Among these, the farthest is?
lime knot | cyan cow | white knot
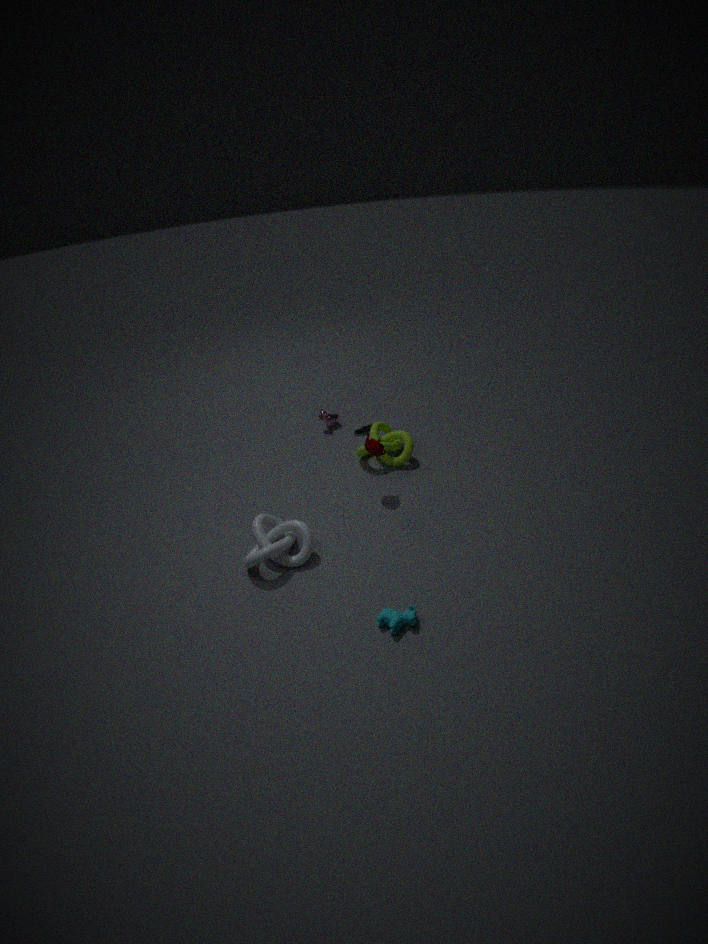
lime knot
